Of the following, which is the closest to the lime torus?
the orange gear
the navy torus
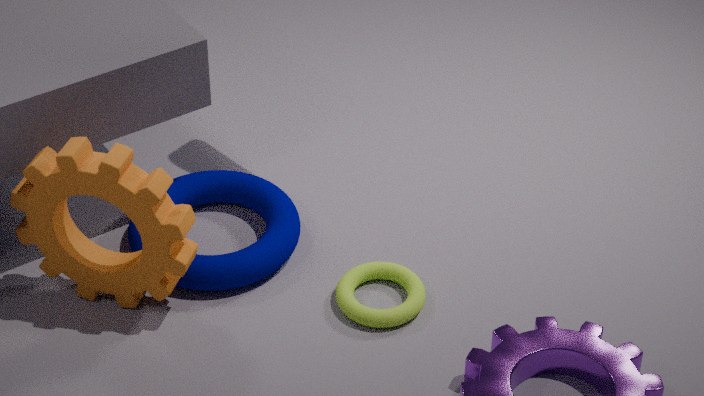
the navy torus
